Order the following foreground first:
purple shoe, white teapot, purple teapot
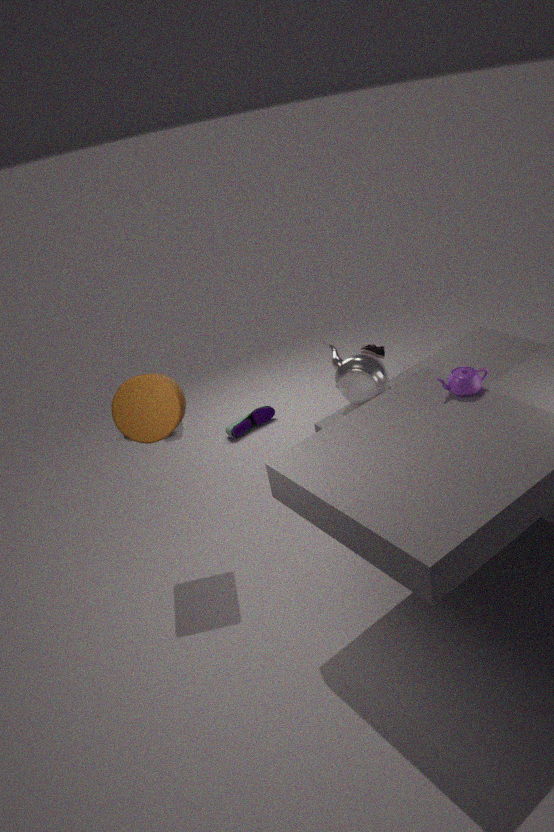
purple teapot < white teapot < purple shoe
